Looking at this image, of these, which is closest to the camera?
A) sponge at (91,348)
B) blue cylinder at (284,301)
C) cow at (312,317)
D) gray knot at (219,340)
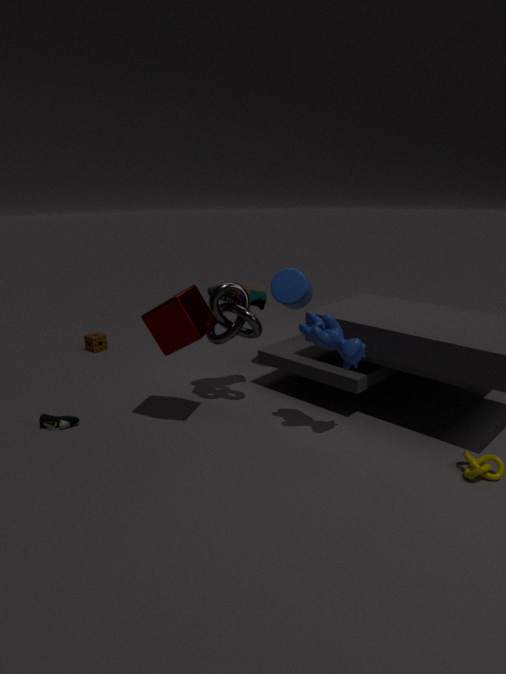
cow at (312,317)
